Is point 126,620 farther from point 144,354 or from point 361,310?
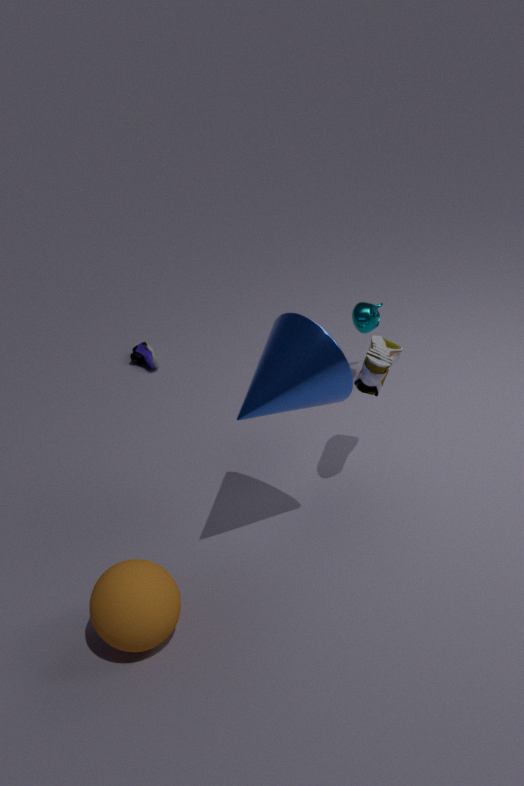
point 144,354
